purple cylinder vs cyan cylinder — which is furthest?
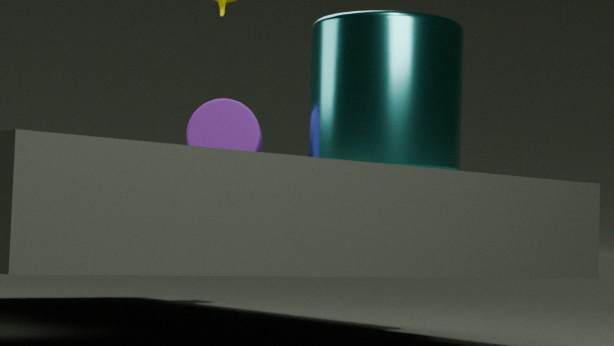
purple cylinder
